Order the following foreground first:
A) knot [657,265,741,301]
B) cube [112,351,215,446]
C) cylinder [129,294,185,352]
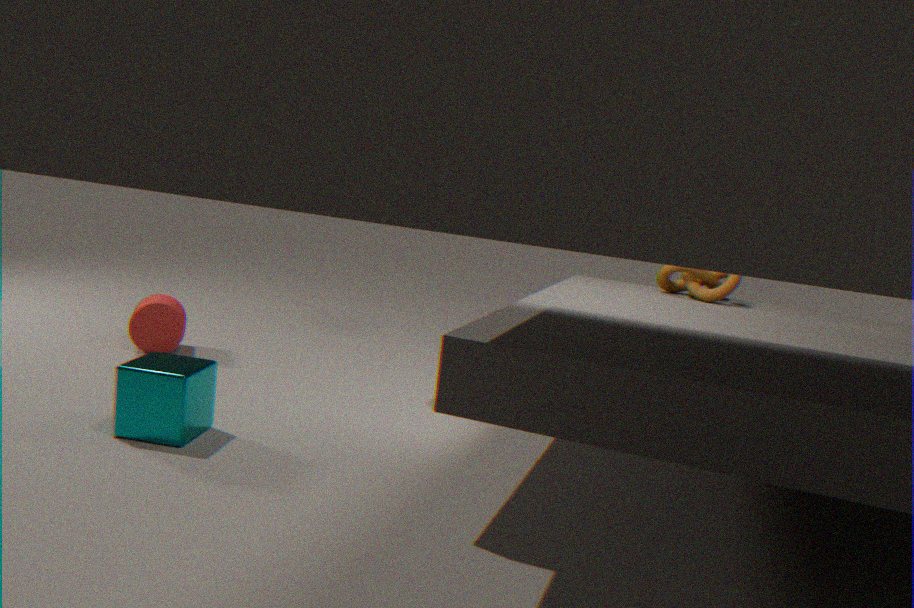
cube [112,351,215,446] < knot [657,265,741,301] < cylinder [129,294,185,352]
